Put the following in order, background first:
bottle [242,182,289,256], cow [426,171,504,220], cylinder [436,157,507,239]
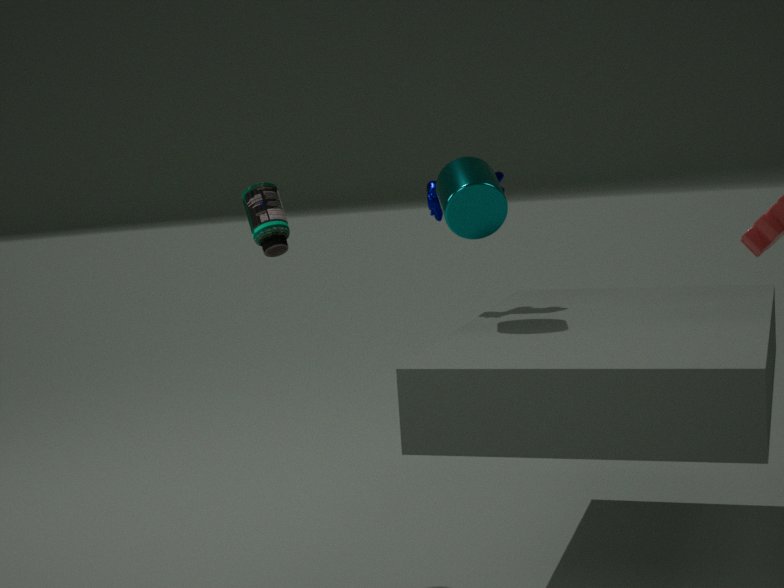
cow [426,171,504,220] < bottle [242,182,289,256] < cylinder [436,157,507,239]
